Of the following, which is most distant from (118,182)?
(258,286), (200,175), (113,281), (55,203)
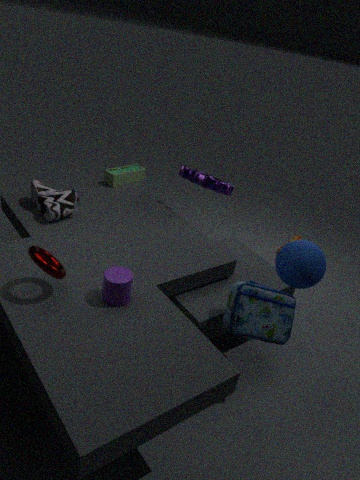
(258,286)
